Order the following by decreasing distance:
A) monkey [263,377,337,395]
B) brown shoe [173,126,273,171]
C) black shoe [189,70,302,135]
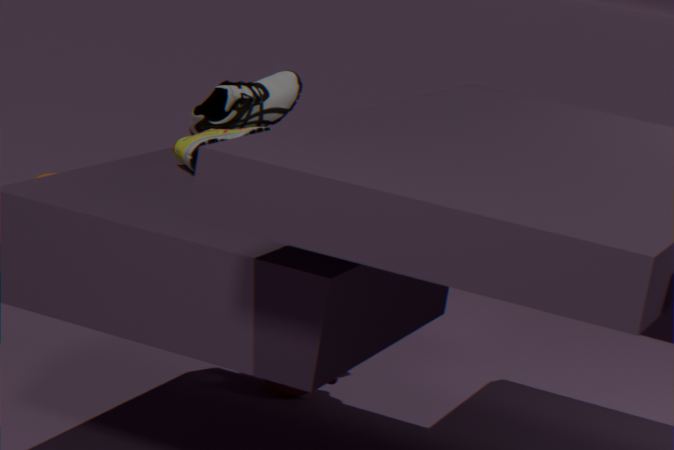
monkey [263,377,337,395] < black shoe [189,70,302,135] < brown shoe [173,126,273,171]
